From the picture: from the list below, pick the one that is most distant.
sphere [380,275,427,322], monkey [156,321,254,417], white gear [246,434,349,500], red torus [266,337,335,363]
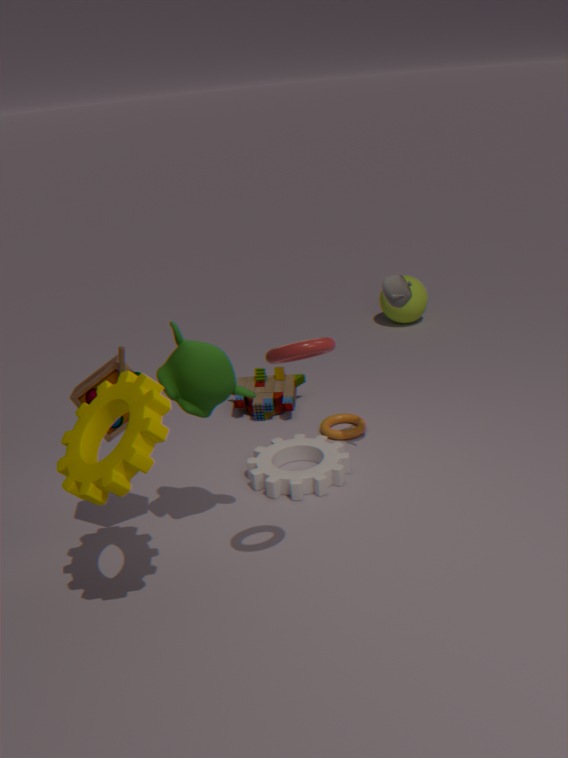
sphere [380,275,427,322]
